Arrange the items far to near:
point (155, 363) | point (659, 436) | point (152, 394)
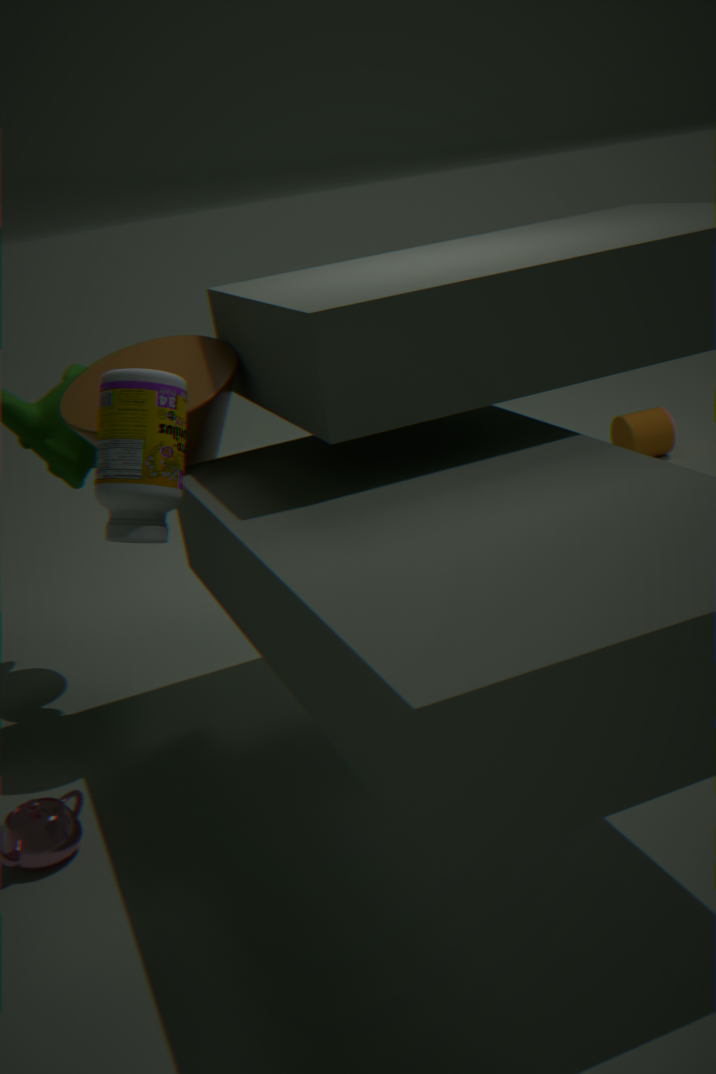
point (659, 436)
point (155, 363)
point (152, 394)
